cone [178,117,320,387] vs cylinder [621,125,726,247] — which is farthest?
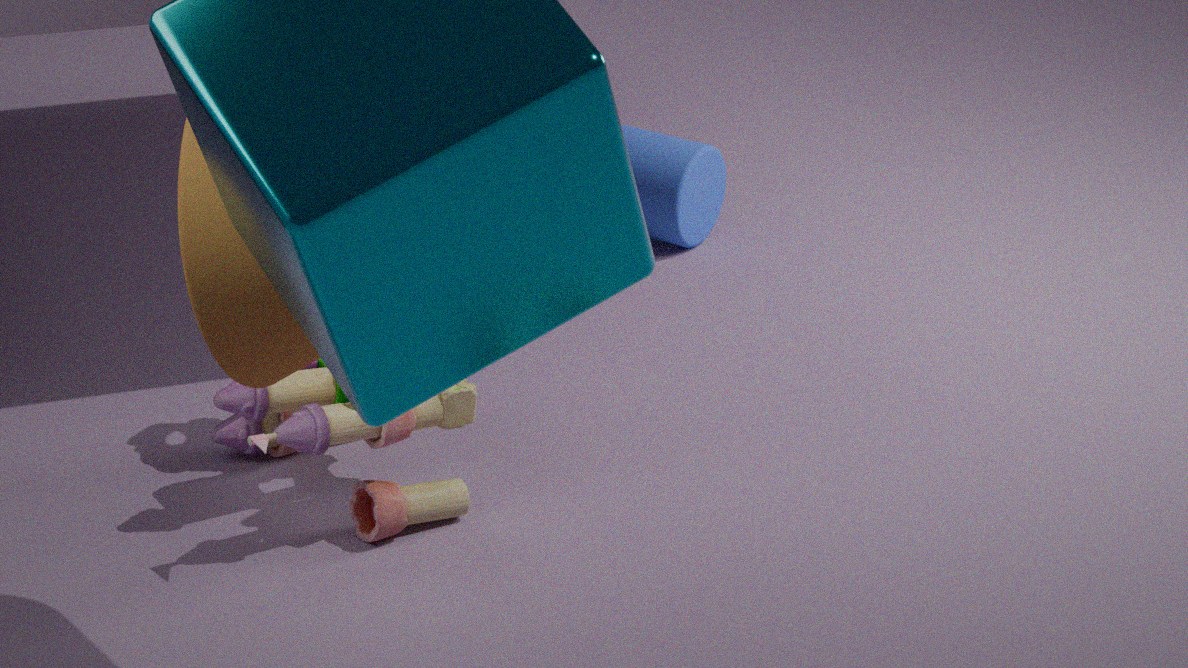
cylinder [621,125,726,247]
